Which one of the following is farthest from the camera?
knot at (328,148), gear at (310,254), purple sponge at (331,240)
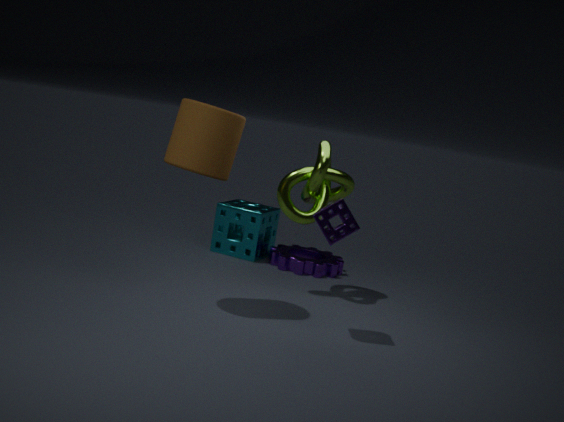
gear at (310,254)
